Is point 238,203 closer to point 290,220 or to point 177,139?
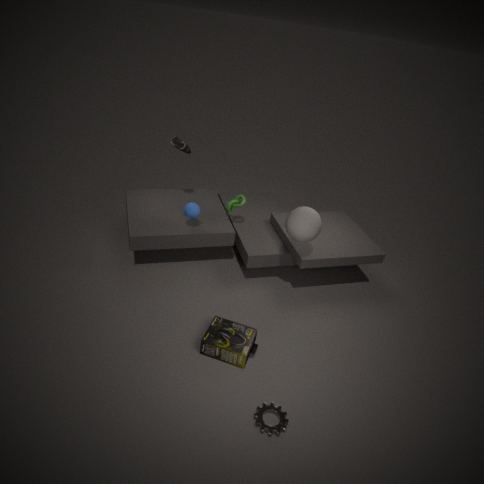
point 177,139
